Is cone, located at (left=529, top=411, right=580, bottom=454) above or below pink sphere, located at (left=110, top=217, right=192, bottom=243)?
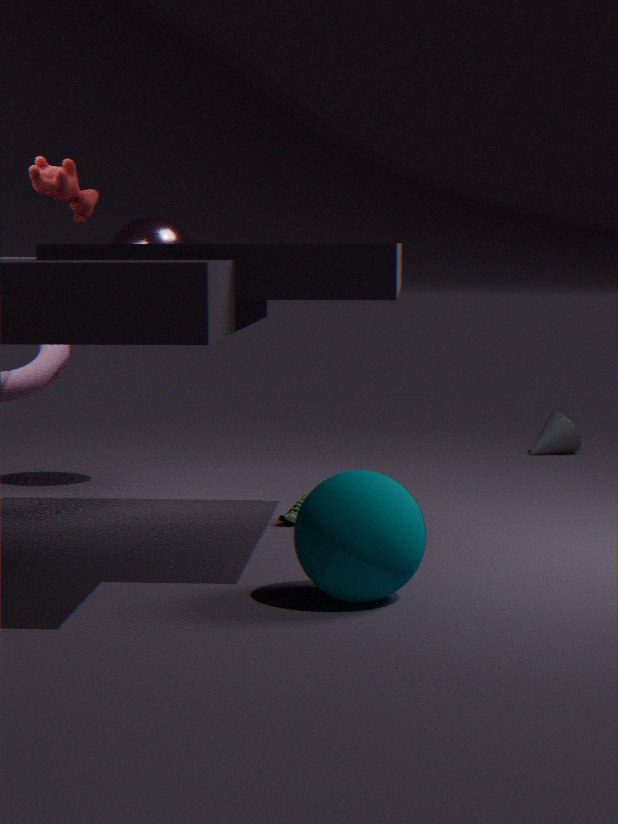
below
